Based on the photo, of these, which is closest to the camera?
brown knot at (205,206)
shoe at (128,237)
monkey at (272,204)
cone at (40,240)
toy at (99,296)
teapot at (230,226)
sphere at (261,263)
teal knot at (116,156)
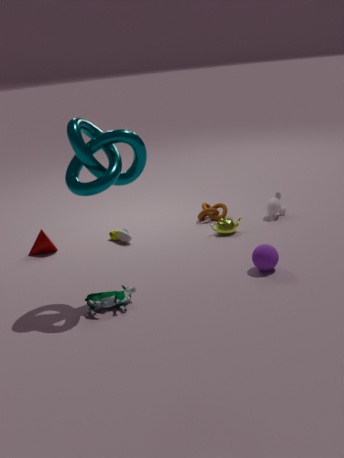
teal knot at (116,156)
